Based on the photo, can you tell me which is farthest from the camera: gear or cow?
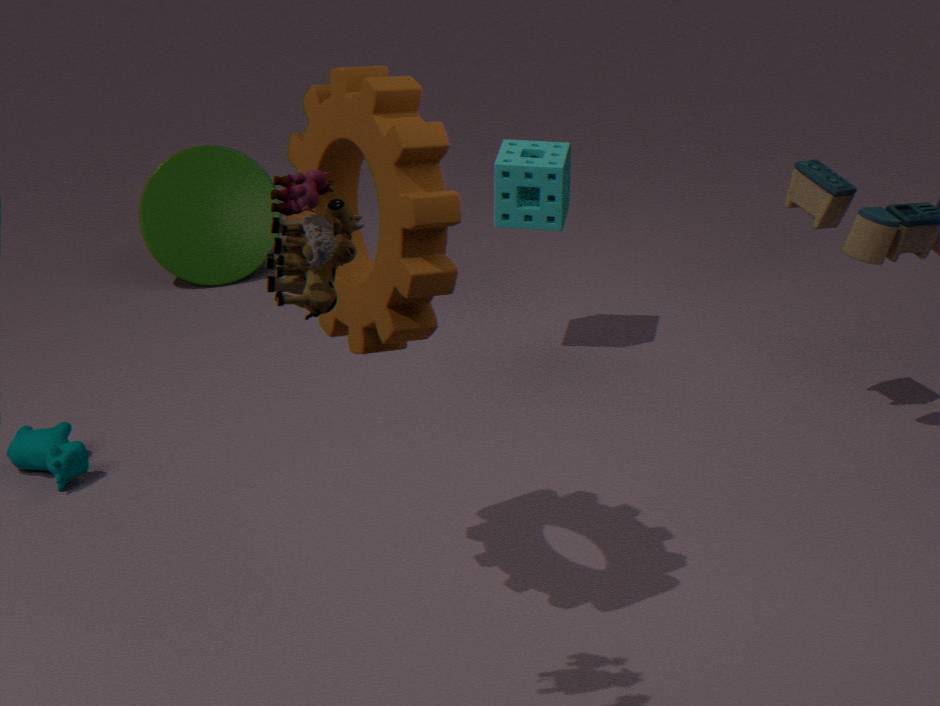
cow
